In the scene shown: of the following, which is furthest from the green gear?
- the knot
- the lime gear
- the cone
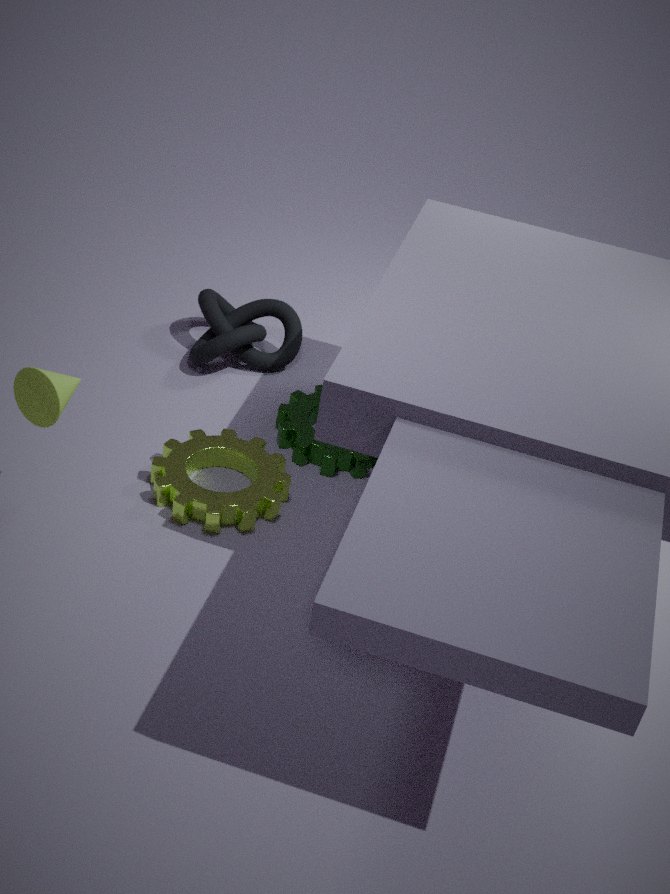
the cone
